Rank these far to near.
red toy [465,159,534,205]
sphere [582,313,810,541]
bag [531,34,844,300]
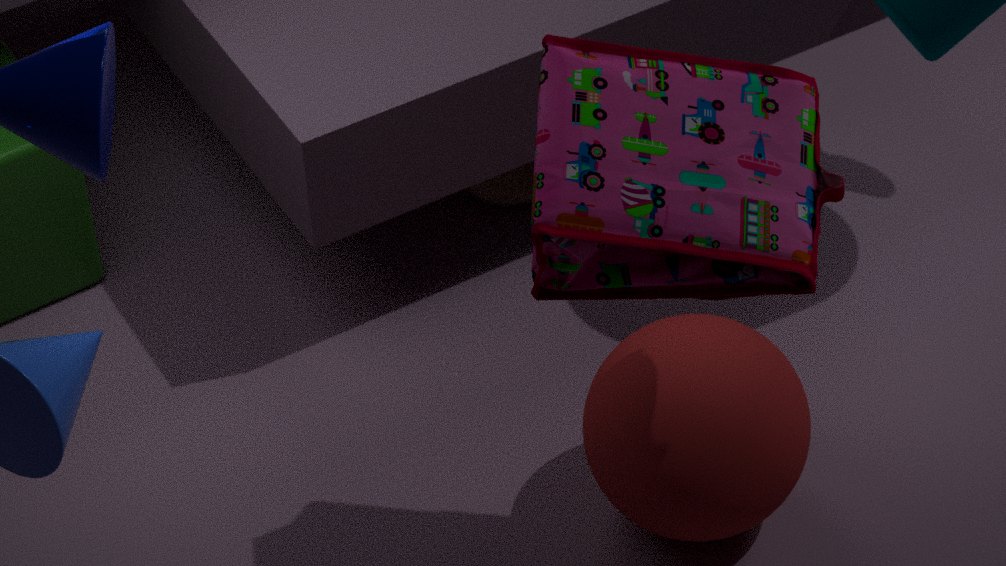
red toy [465,159,534,205] < sphere [582,313,810,541] < bag [531,34,844,300]
